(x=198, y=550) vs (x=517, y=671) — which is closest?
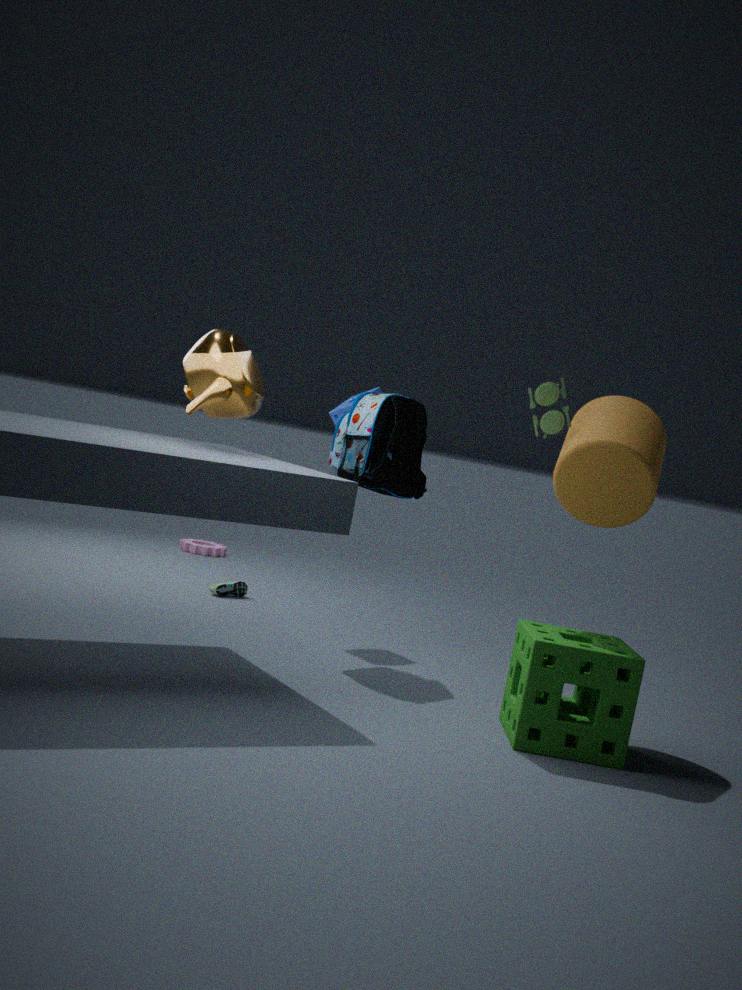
(x=517, y=671)
